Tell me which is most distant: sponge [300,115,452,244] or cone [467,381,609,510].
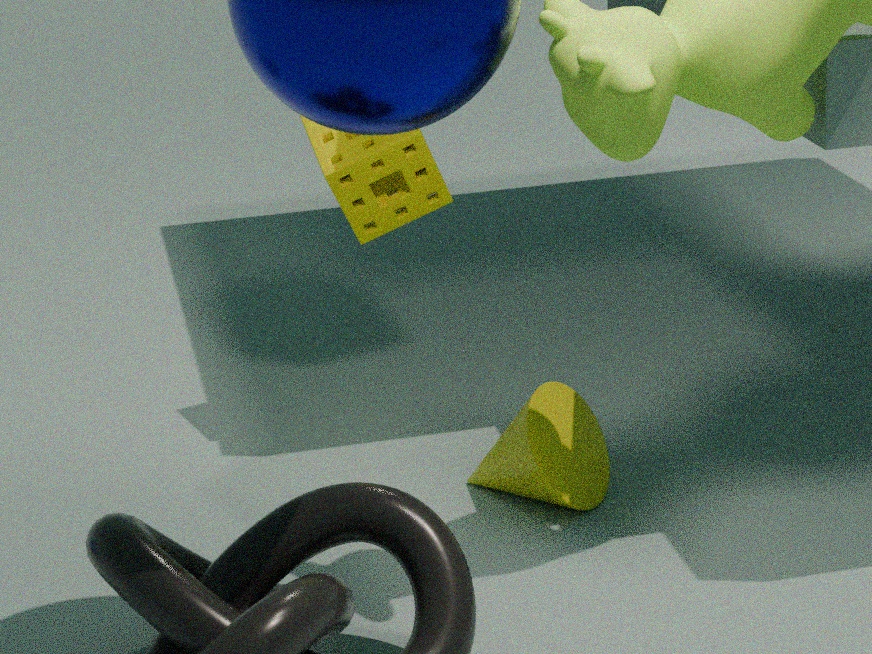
sponge [300,115,452,244]
